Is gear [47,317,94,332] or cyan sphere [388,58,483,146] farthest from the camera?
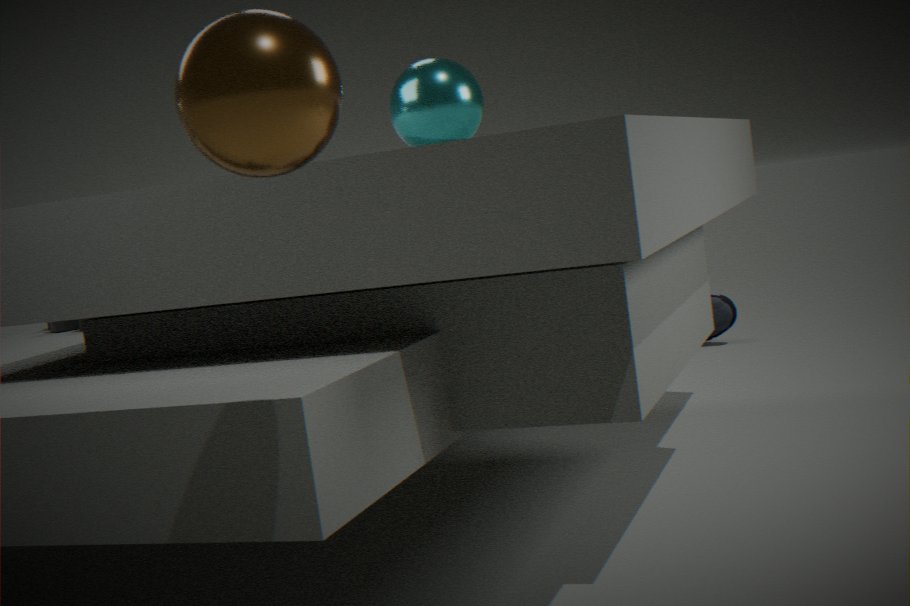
gear [47,317,94,332]
